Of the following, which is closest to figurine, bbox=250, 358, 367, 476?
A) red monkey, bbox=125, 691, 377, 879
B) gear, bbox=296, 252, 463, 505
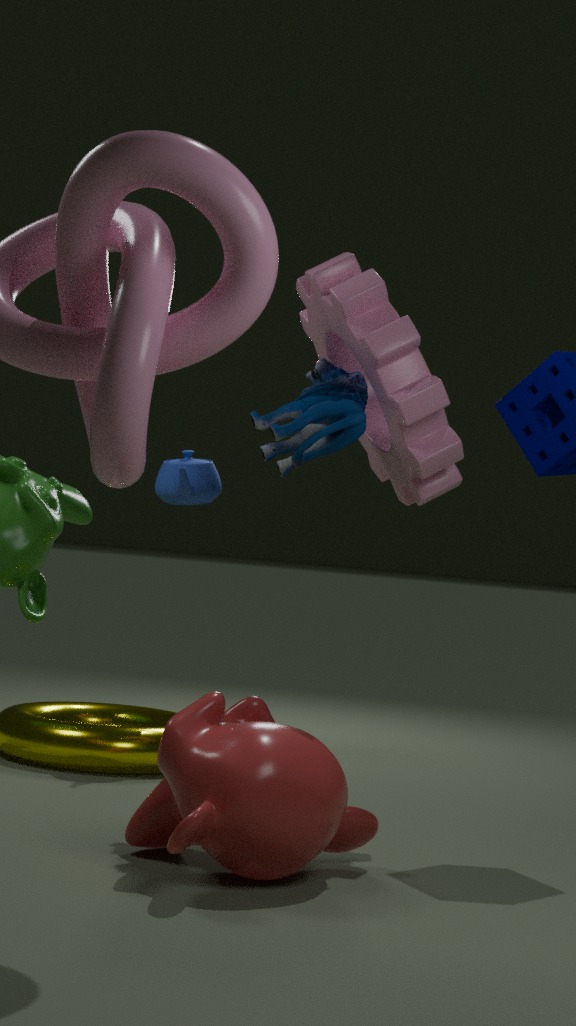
gear, bbox=296, 252, 463, 505
